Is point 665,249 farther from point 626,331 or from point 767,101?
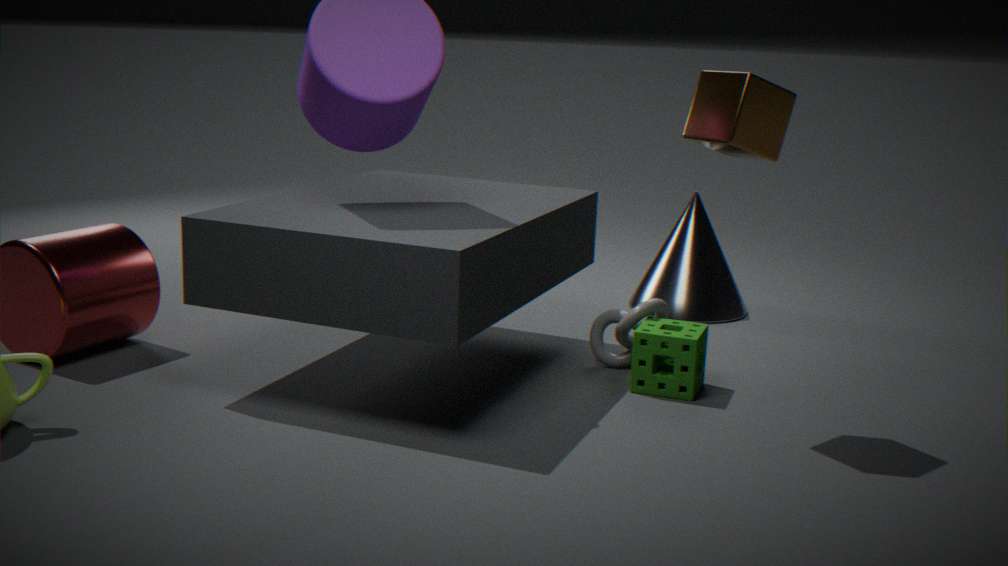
point 767,101
